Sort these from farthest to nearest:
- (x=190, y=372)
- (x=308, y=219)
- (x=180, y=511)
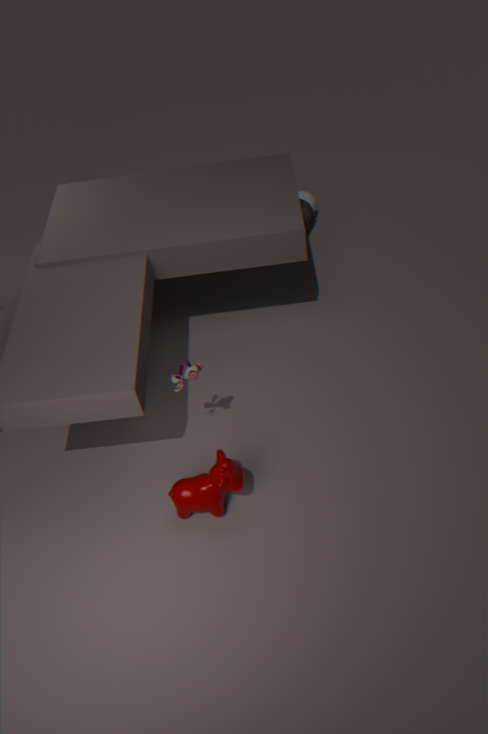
1. (x=308, y=219)
2. (x=180, y=511)
3. (x=190, y=372)
